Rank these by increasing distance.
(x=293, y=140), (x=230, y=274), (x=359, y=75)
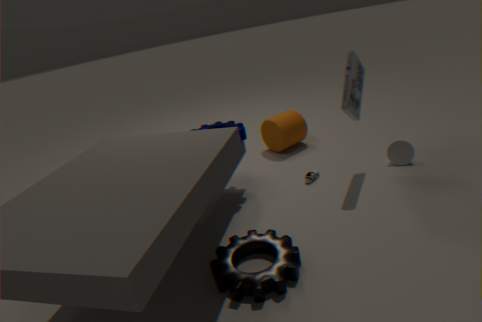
(x=230, y=274), (x=359, y=75), (x=293, y=140)
